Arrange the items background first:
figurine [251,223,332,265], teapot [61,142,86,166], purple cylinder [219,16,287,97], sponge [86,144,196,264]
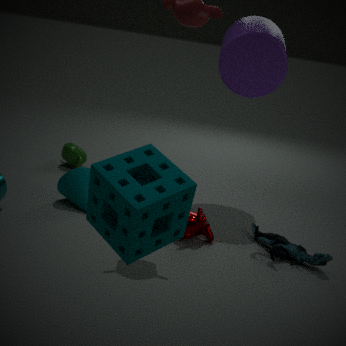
teapot [61,142,86,166], purple cylinder [219,16,287,97], figurine [251,223,332,265], sponge [86,144,196,264]
